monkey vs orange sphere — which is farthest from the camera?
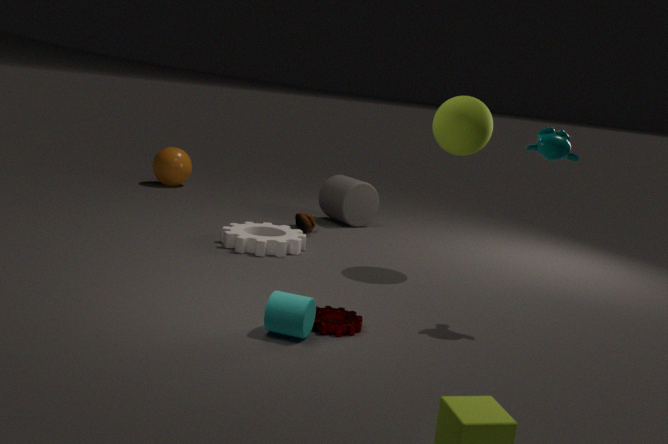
orange sphere
